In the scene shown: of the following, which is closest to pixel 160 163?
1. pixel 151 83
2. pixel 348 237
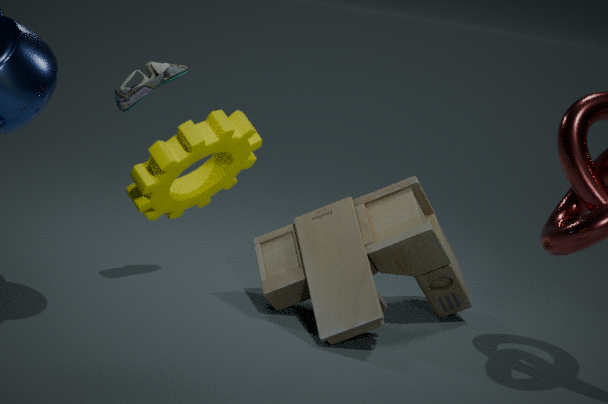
pixel 151 83
